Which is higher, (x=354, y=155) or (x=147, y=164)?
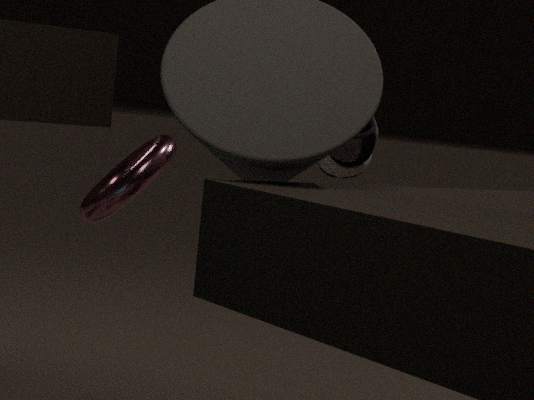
(x=354, y=155)
